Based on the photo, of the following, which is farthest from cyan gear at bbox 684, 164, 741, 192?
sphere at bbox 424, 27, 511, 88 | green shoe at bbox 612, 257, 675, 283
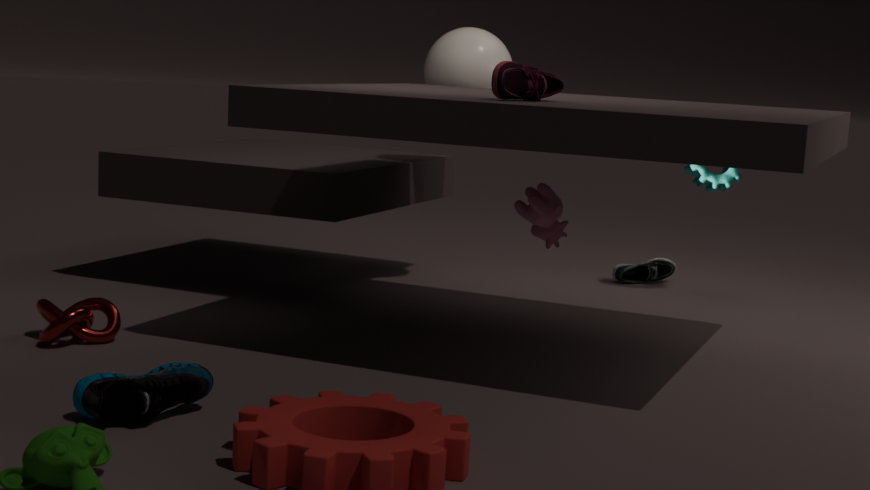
sphere at bbox 424, 27, 511, 88
